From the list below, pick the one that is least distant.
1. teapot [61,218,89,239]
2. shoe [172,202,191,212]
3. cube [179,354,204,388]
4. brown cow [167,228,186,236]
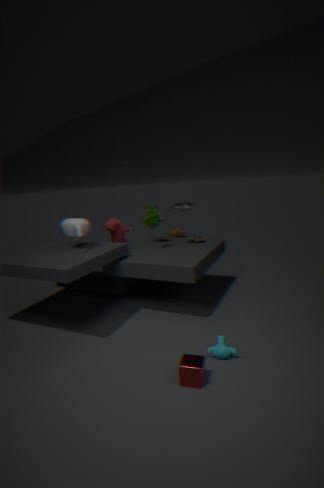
cube [179,354,204,388]
